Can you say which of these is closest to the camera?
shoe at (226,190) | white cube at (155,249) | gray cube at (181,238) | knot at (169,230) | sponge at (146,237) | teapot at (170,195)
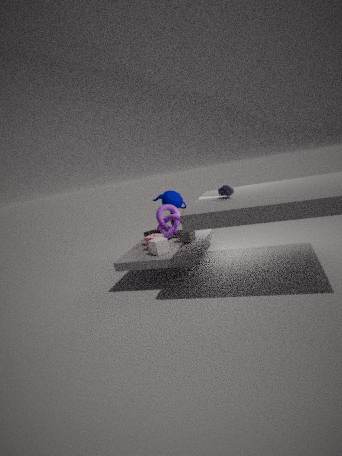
shoe at (226,190)
